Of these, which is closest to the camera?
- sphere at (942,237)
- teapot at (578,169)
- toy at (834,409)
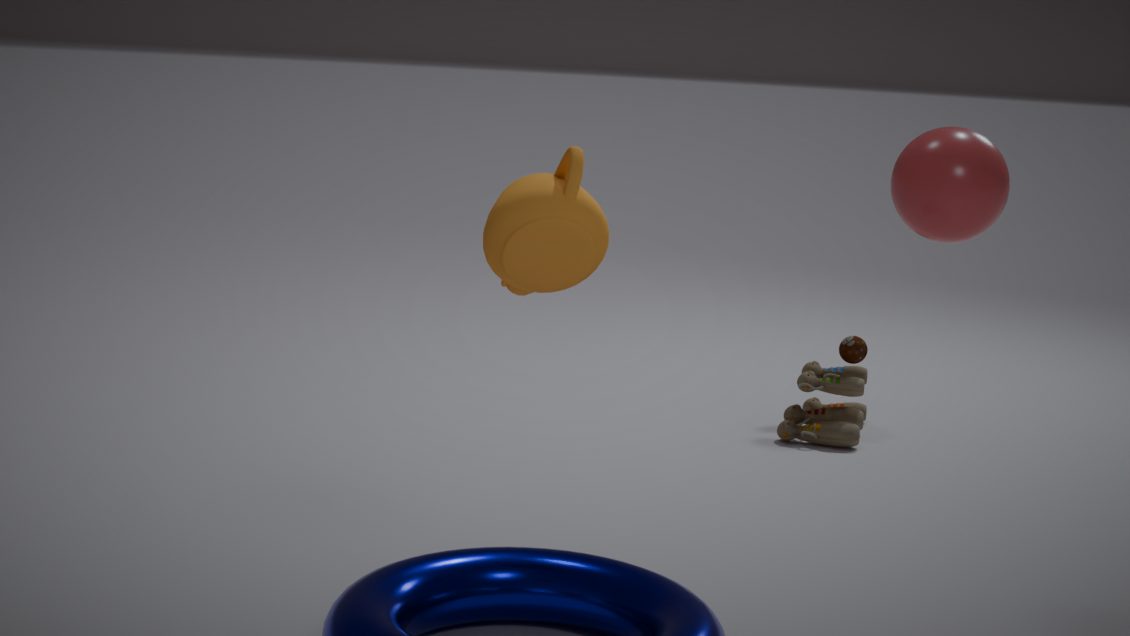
teapot at (578,169)
